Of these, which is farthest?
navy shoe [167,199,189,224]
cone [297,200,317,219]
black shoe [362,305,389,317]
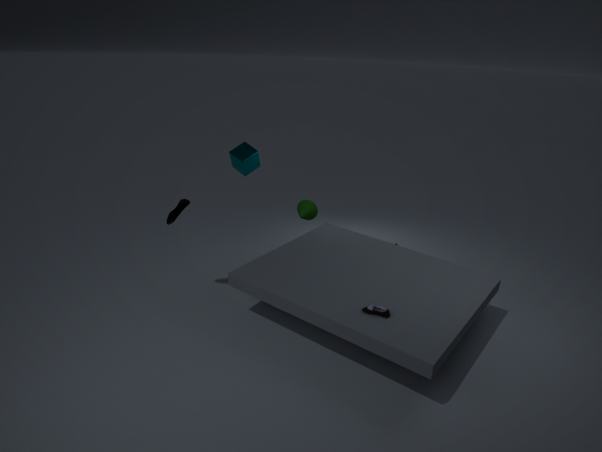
cone [297,200,317,219]
